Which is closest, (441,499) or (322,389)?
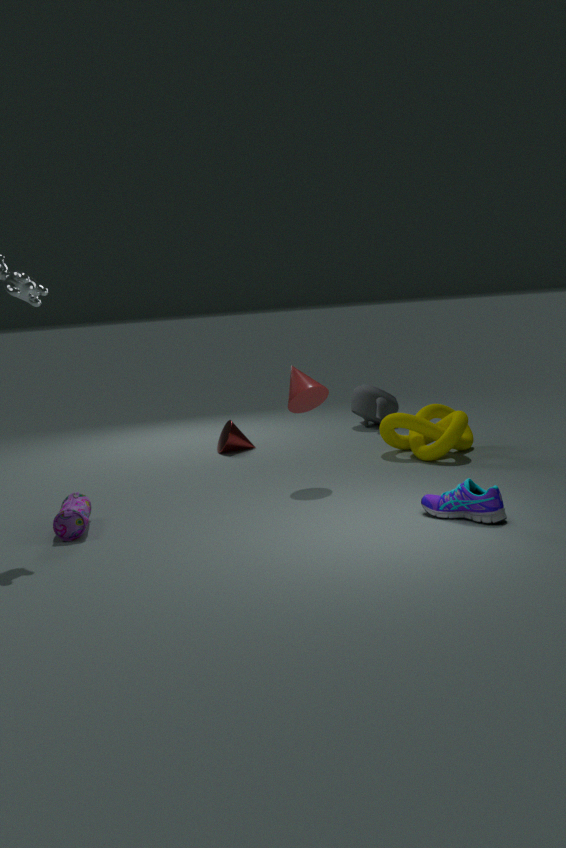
(441,499)
